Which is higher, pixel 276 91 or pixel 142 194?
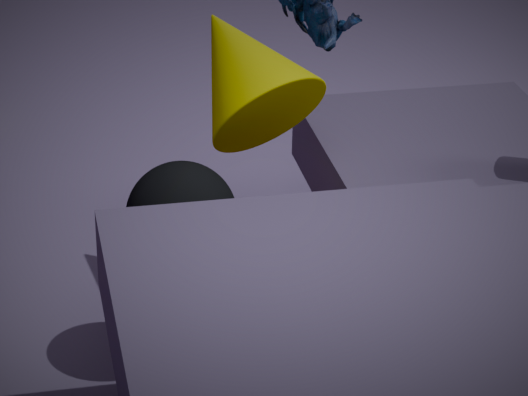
pixel 276 91
